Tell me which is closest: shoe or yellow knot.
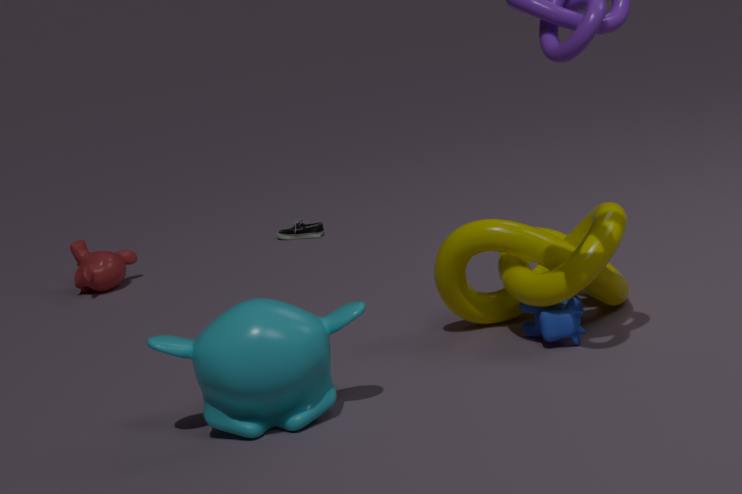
yellow knot
